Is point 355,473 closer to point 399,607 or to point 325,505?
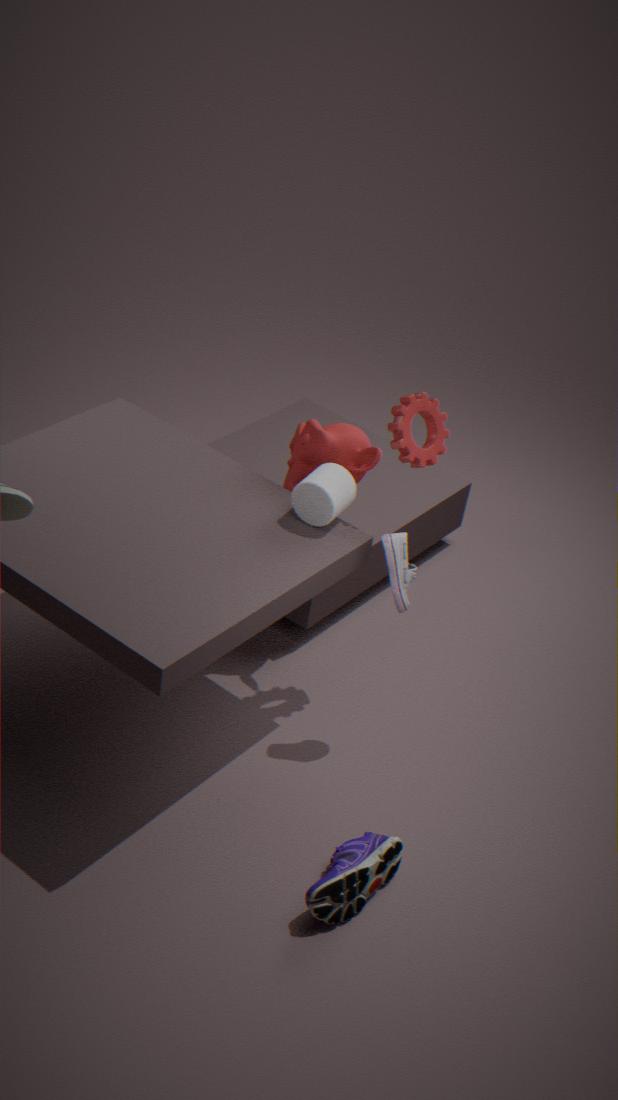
point 325,505
